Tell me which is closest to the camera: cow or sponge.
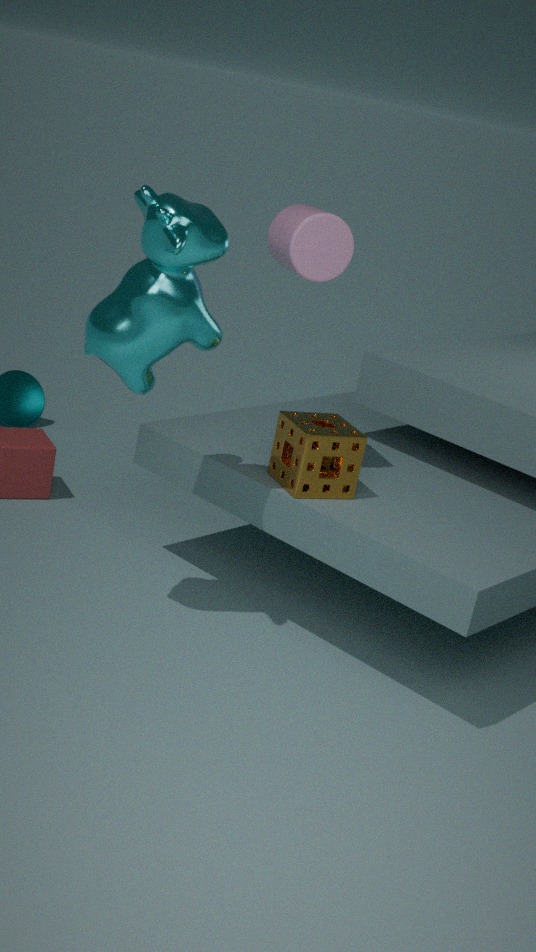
cow
